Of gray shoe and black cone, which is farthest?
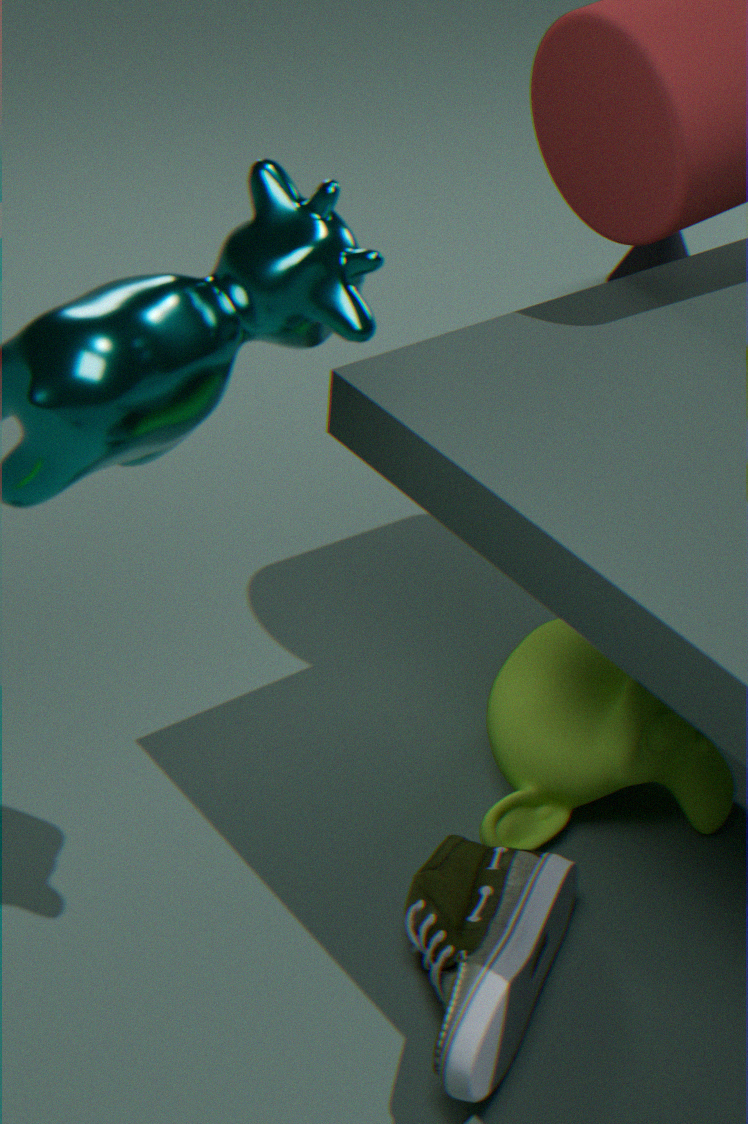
black cone
